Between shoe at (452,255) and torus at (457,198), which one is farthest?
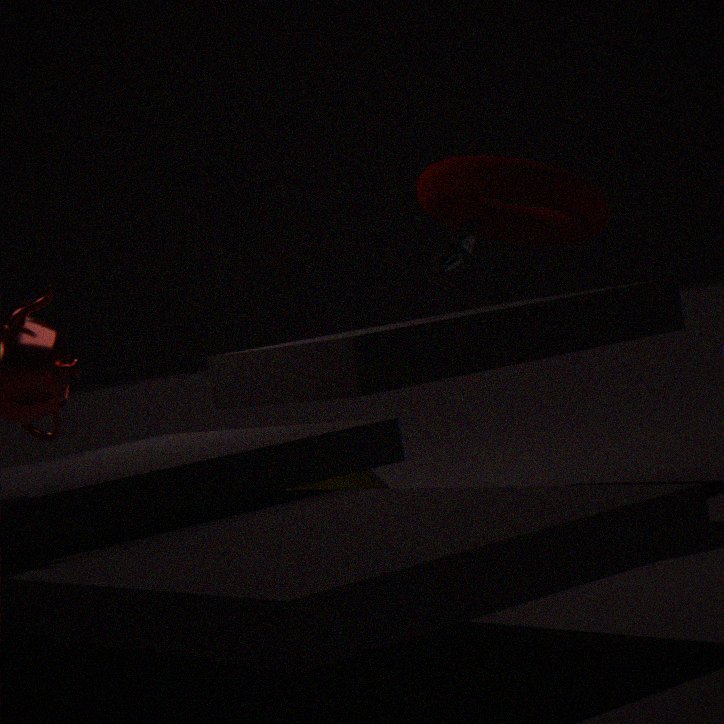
shoe at (452,255)
